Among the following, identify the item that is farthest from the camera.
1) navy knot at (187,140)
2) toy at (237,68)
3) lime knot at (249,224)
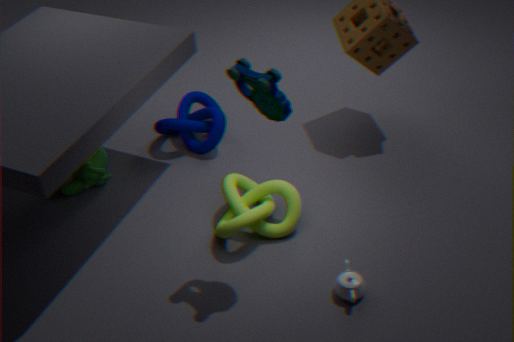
1. navy knot at (187,140)
